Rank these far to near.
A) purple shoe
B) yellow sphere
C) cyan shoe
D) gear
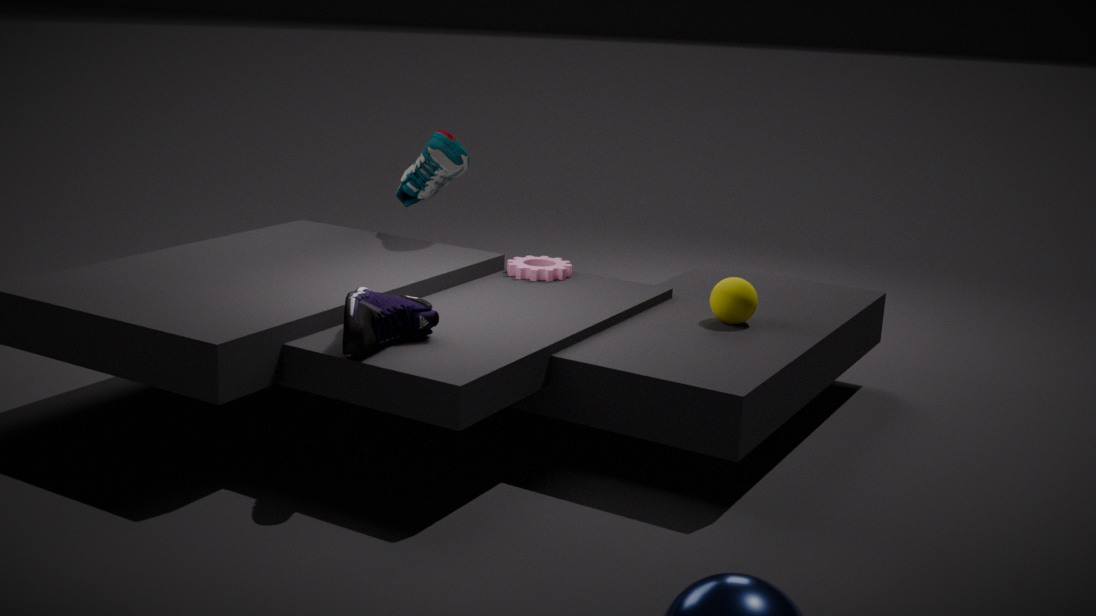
cyan shoe < gear < yellow sphere < purple shoe
